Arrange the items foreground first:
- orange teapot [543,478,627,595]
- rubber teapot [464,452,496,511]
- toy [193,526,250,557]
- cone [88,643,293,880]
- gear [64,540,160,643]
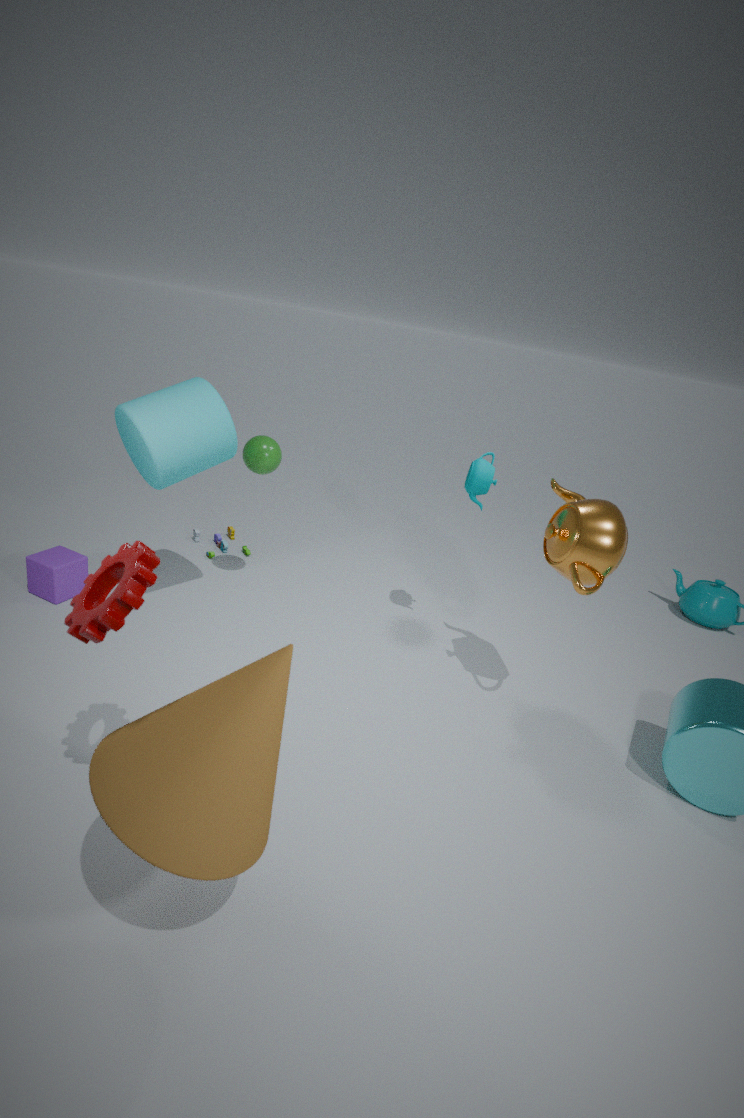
cone [88,643,293,880] → gear [64,540,160,643] → orange teapot [543,478,627,595] → rubber teapot [464,452,496,511] → toy [193,526,250,557]
